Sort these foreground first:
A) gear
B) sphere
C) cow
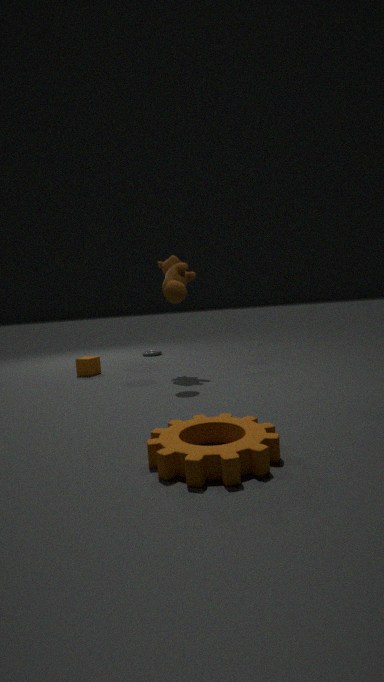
gear < sphere < cow
